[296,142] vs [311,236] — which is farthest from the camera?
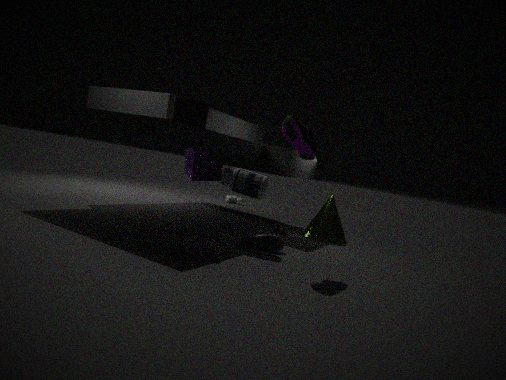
[311,236]
